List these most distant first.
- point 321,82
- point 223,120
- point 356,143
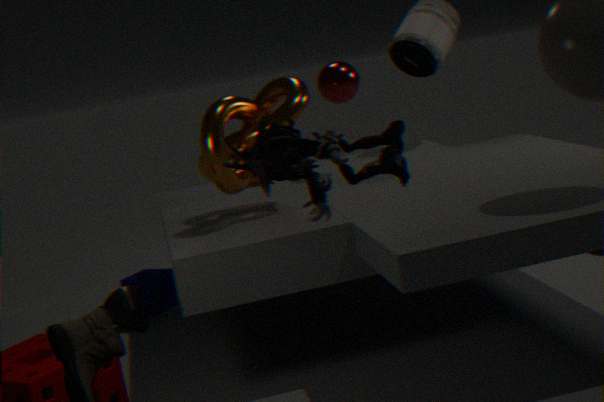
point 321,82 < point 223,120 < point 356,143
